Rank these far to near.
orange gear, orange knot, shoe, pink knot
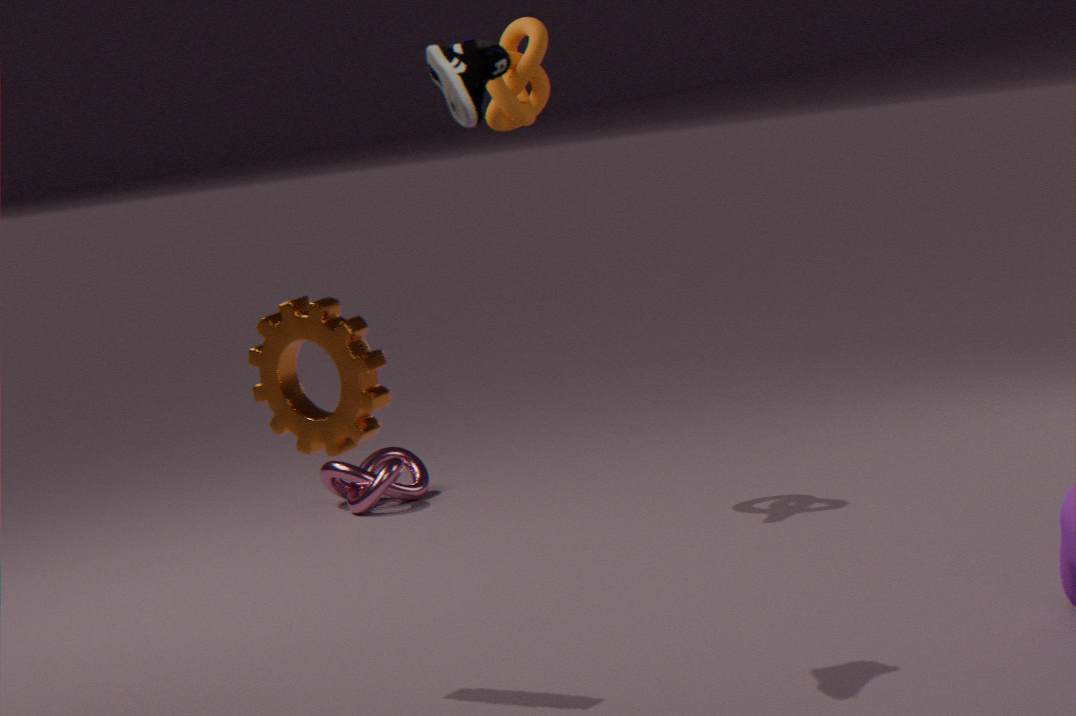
pink knot → orange knot → orange gear → shoe
